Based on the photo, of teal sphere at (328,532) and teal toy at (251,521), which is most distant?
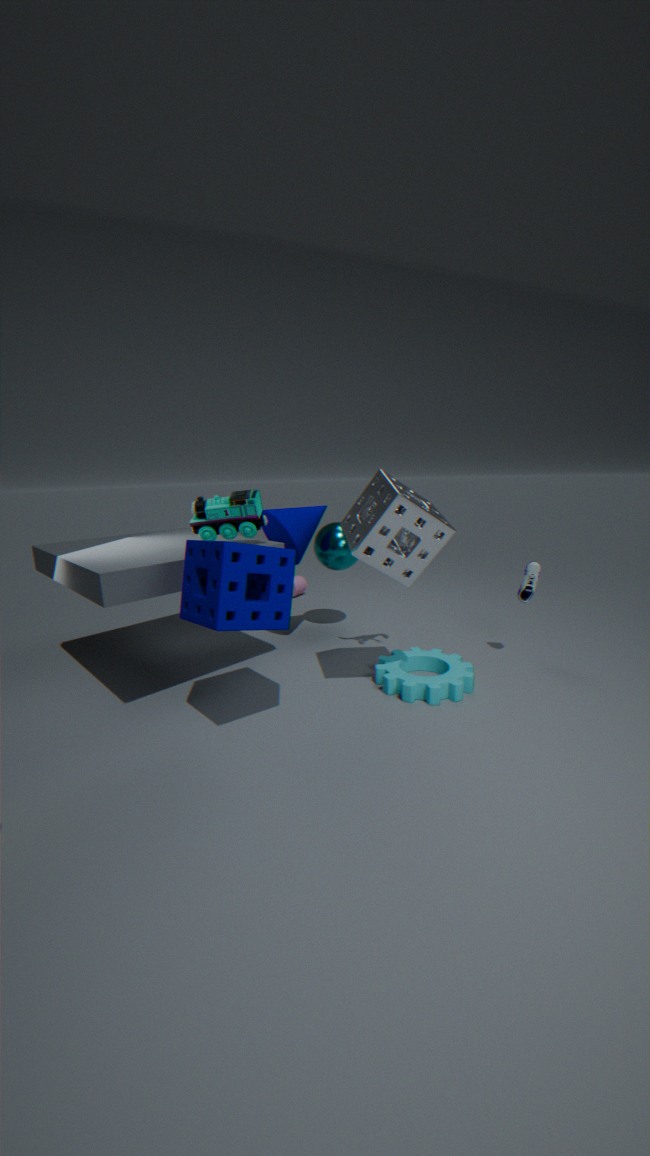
teal sphere at (328,532)
